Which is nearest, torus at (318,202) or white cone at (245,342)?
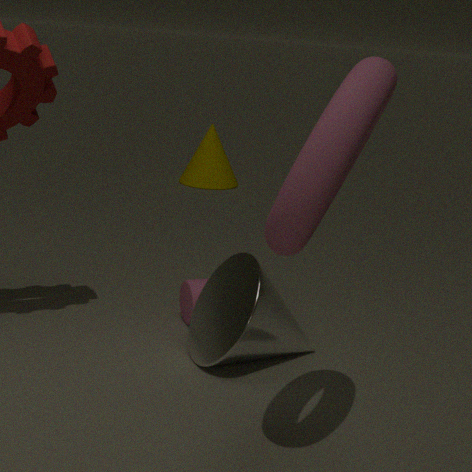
torus at (318,202)
